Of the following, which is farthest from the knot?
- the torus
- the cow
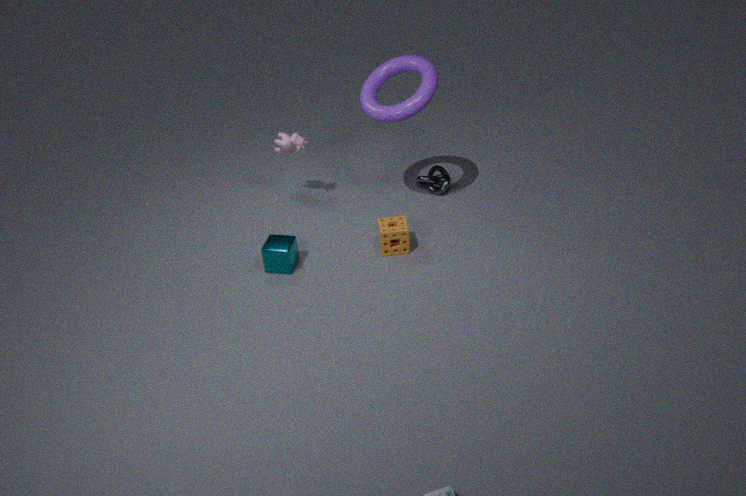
the cow
